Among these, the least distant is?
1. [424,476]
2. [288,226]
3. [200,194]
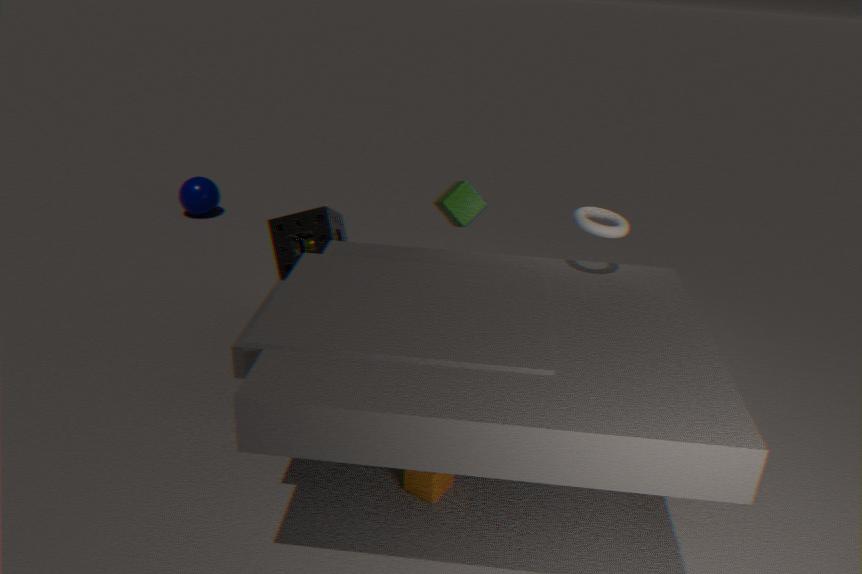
[424,476]
